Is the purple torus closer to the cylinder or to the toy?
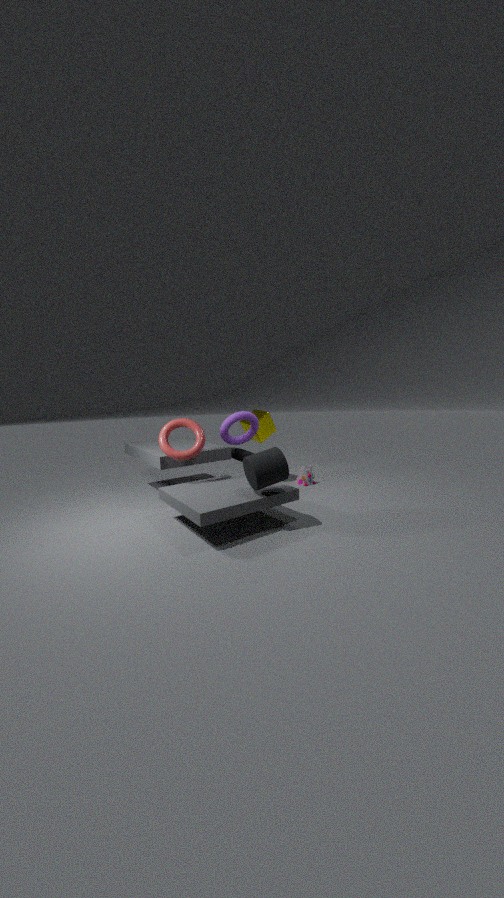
the cylinder
